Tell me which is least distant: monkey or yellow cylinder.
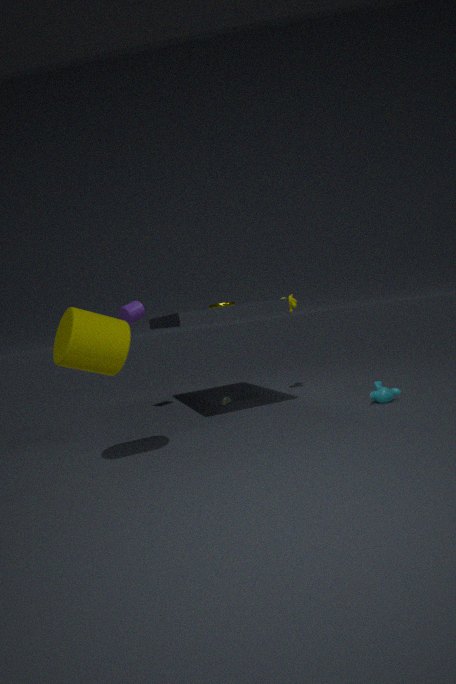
yellow cylinder
